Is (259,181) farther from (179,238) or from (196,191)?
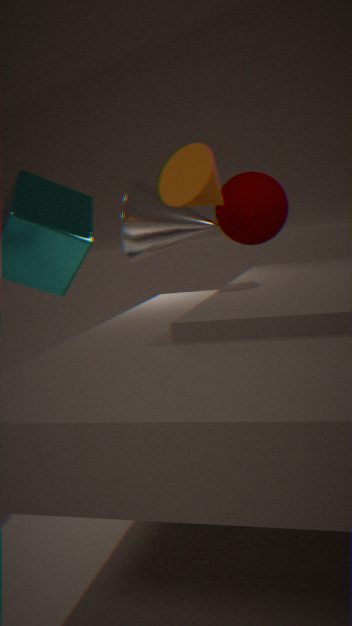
(196,191)
